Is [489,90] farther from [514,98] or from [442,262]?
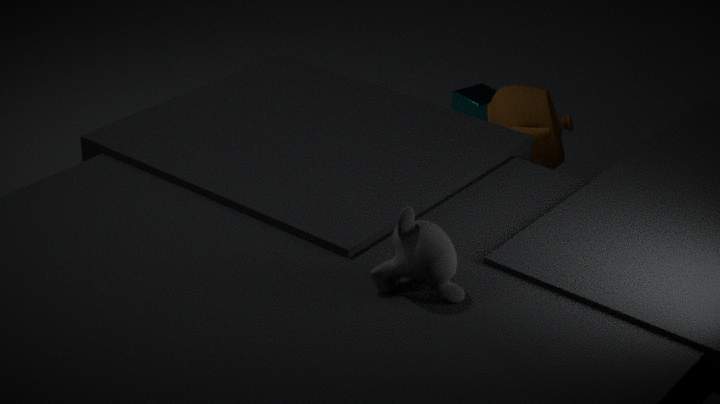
[442,262]
